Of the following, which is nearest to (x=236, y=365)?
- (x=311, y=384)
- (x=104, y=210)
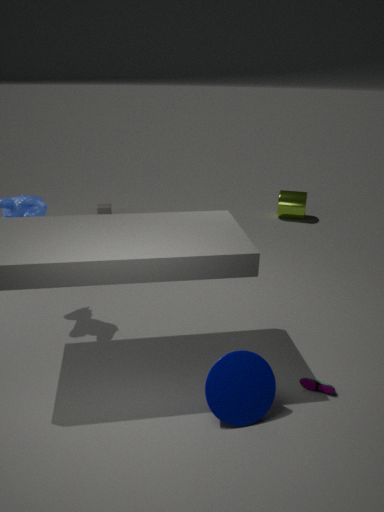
(x=311, y=384)
